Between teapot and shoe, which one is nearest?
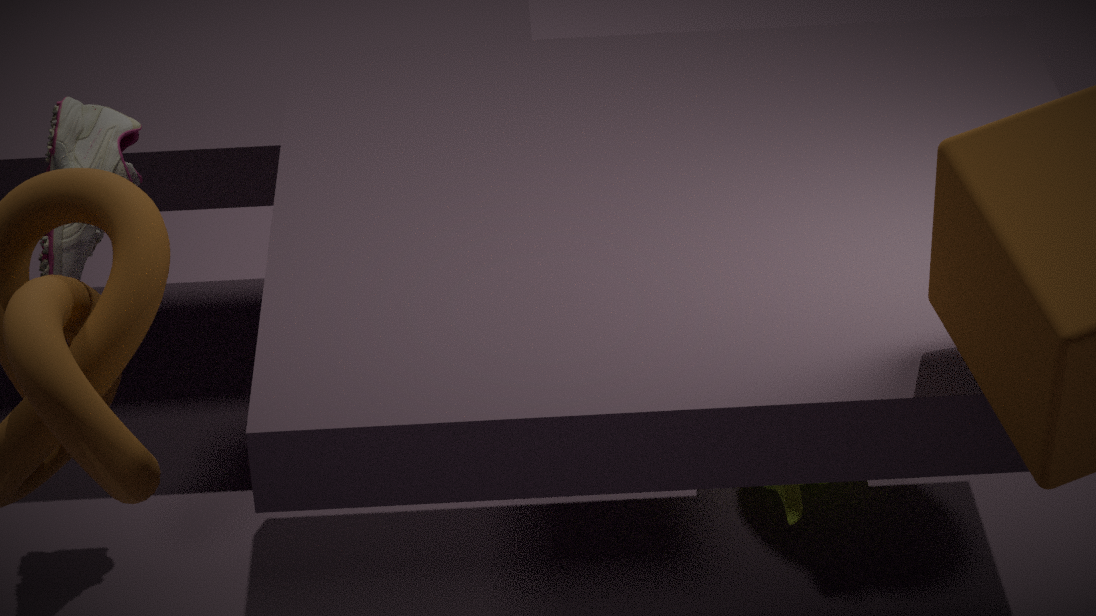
shoe
